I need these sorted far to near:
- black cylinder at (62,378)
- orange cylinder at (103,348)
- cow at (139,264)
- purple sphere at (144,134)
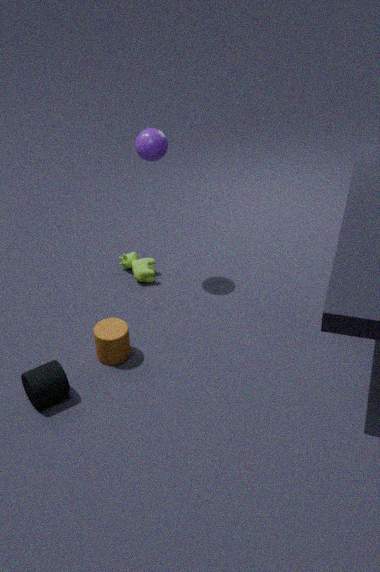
cow at (139,264) < purple sphere at (144,134) < orange cylinder at (103,348) < black cylinder at (62,378)
